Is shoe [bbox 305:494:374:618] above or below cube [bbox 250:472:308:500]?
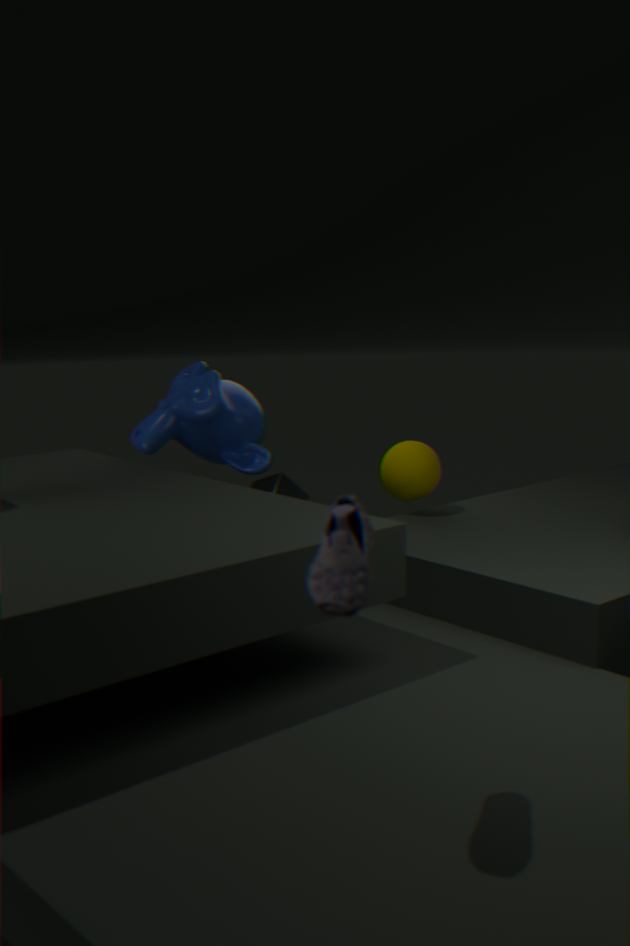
above
